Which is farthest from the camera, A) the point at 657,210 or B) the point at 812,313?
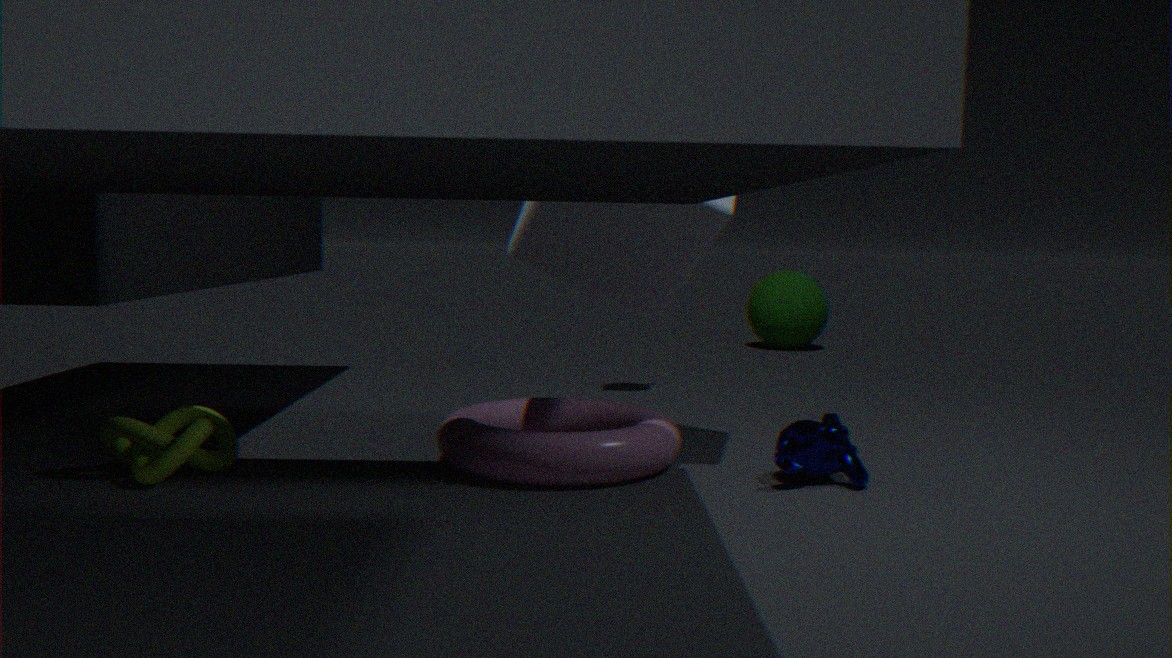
B. the point at 812,313
